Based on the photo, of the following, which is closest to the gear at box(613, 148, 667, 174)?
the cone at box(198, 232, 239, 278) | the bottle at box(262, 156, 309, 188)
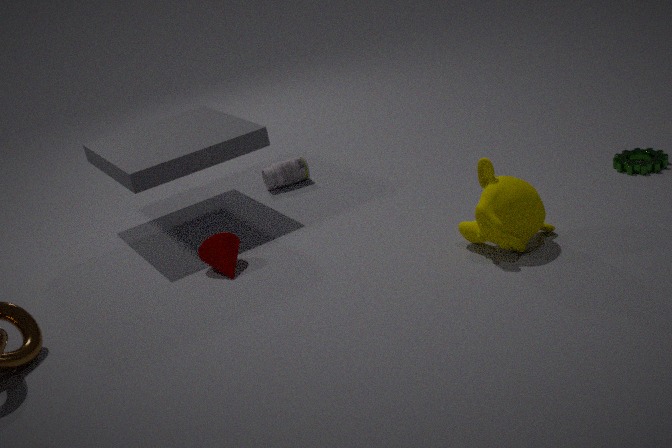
the bottle at box(262, 156, 309, 188)
